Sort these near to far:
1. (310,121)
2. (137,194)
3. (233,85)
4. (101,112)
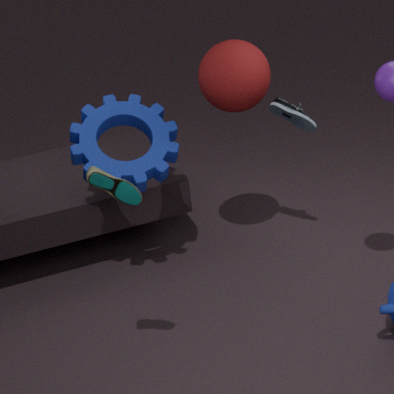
(137,194), (233,85), (310,121), (101,112)
